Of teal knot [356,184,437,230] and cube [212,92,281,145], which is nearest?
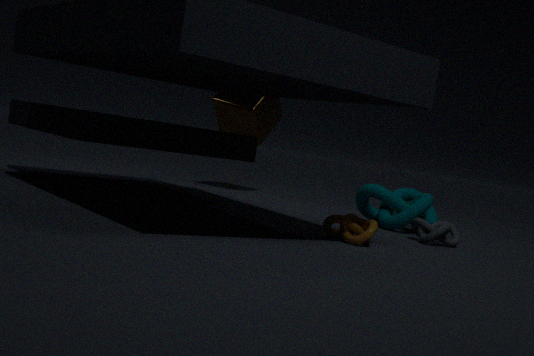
teal knot [356,184,437,230]
